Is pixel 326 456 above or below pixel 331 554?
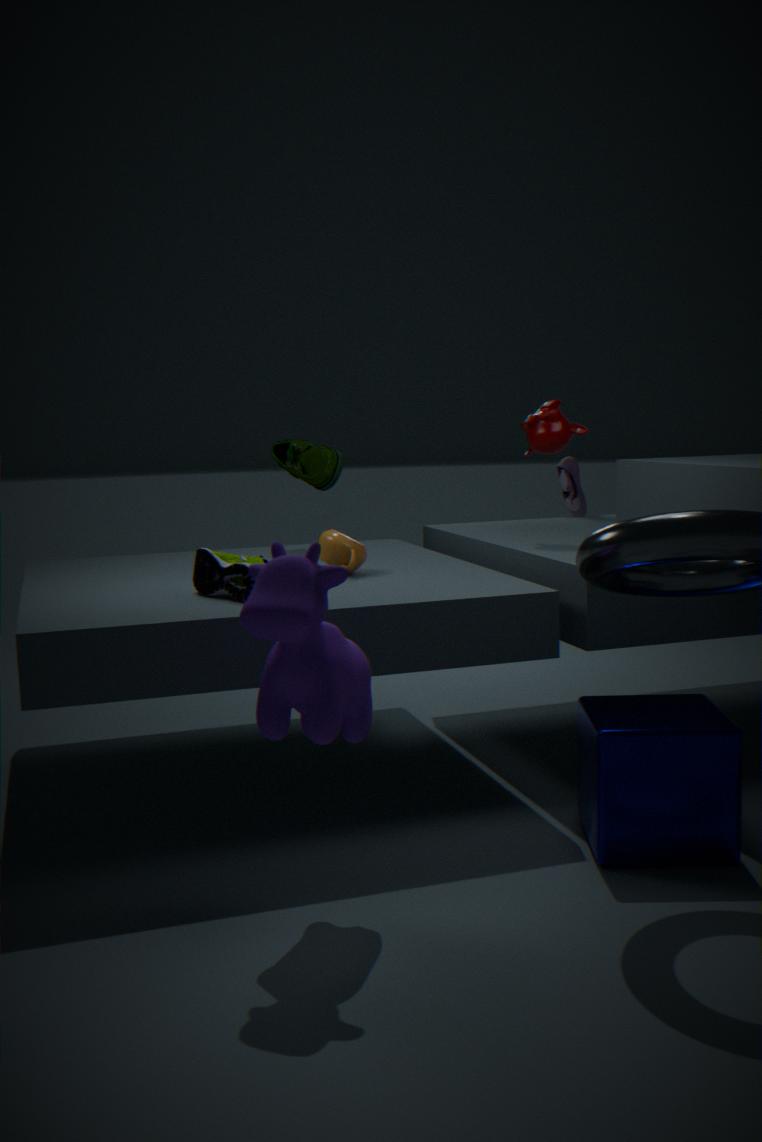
above
